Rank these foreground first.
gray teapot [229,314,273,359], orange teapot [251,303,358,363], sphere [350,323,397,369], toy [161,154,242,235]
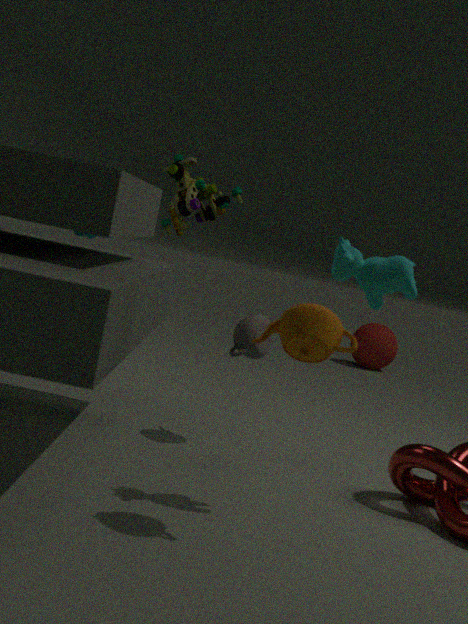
orange teapot [251,303,358,363]
gray teapot [229,314,273,359]
toy [161,154,242,235]
sphere [350,323,397,369]
